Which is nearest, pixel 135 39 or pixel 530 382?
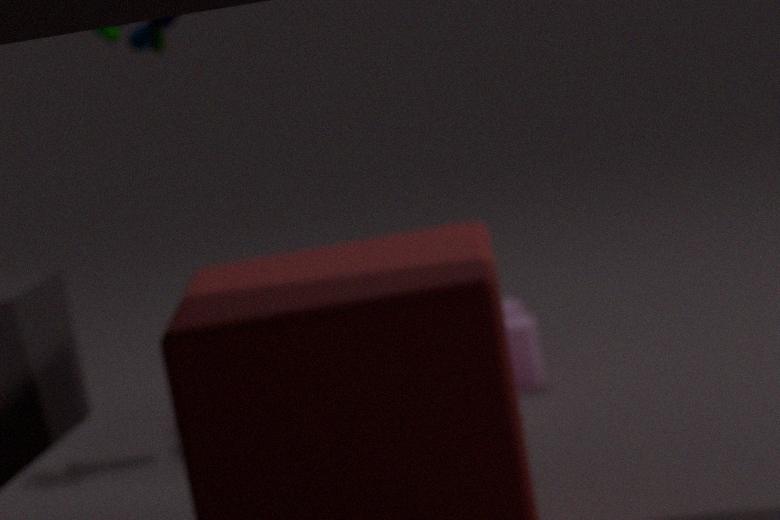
pixel 135 39
